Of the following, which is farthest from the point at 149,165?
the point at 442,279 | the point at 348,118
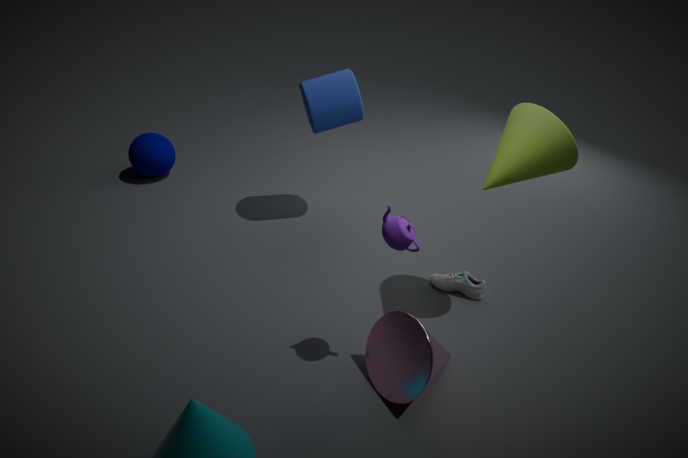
the point at 442,279
